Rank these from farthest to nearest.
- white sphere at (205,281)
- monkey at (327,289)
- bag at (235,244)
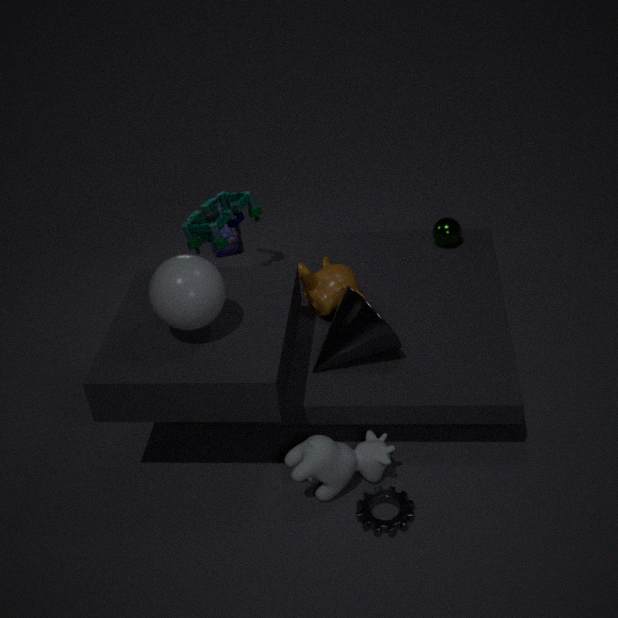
1. bag at (235,244)
2. monkey at (327,289)
3. white sphere at (205,281)
